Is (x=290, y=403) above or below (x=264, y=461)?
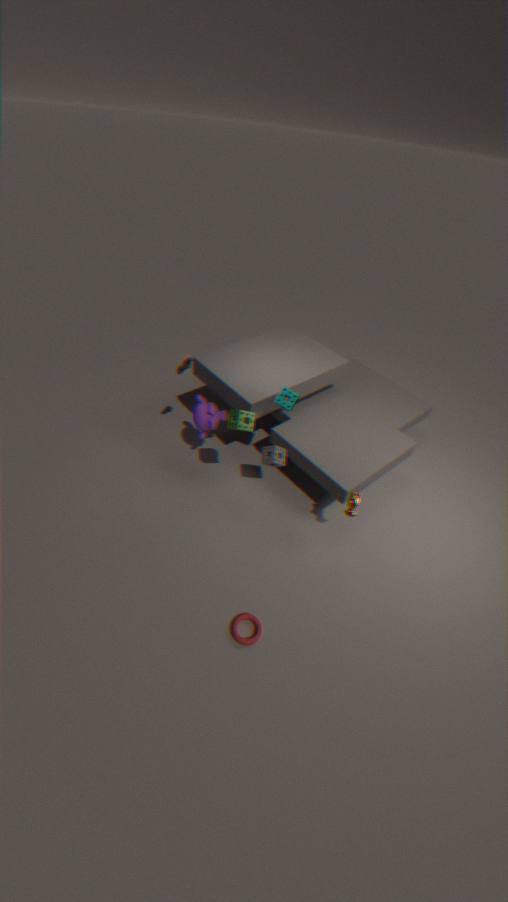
above
